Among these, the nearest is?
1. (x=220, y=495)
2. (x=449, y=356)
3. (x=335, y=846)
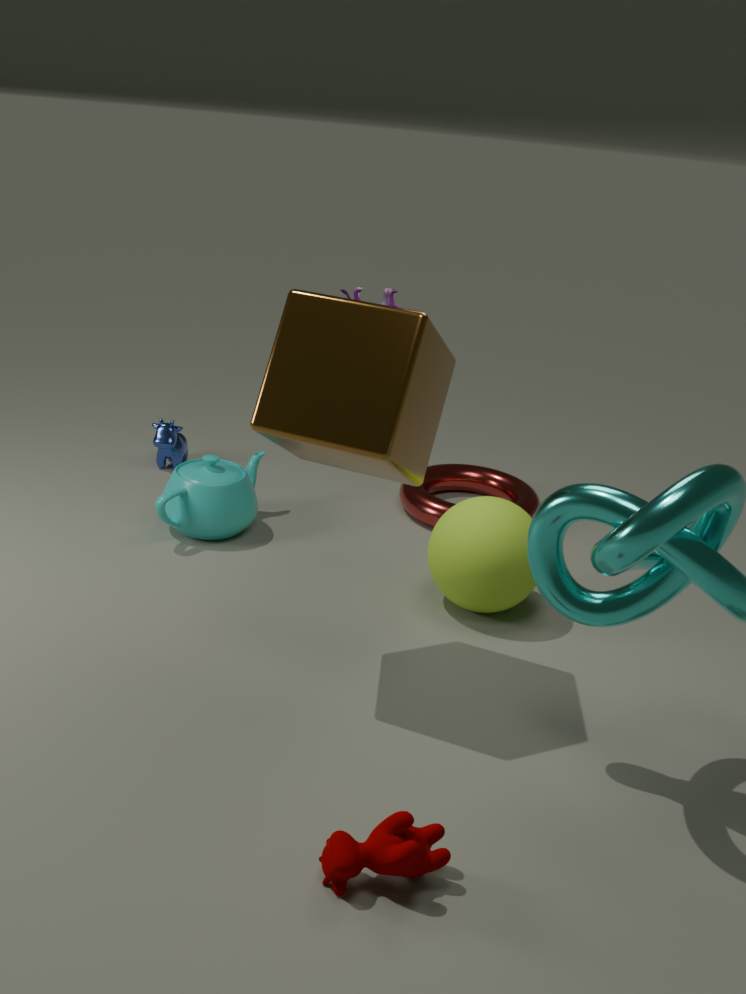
(x=335, y=846)
